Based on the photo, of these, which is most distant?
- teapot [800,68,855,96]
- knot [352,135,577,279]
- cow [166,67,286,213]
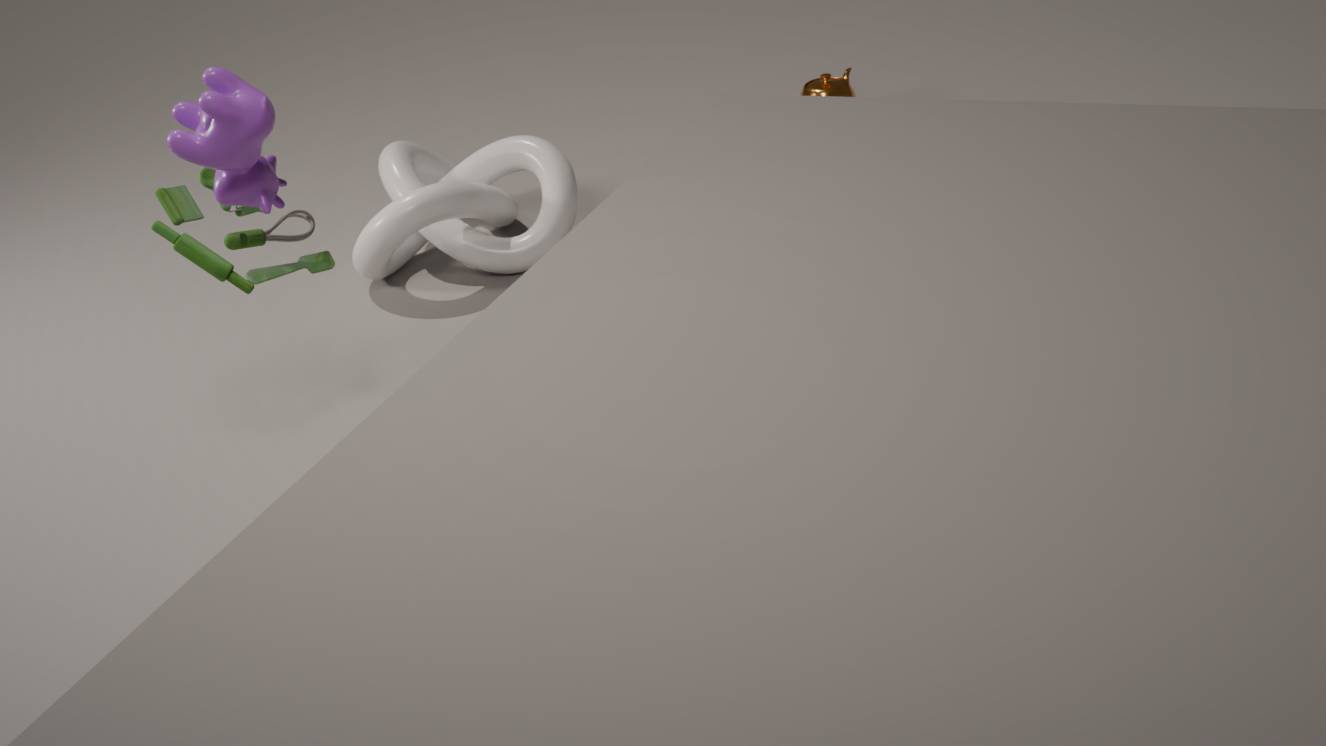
teapot [800,68,855,96]
